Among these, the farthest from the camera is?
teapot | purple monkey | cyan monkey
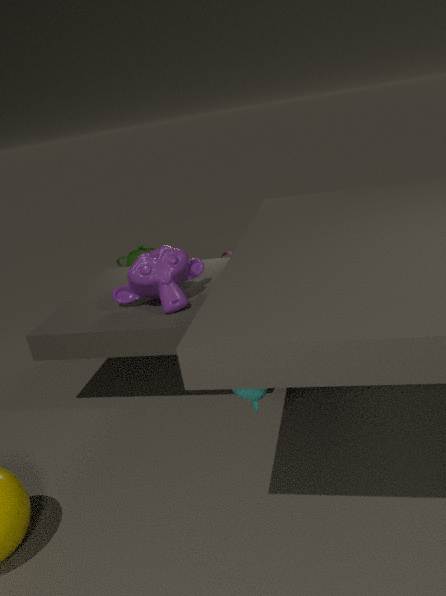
teapot
